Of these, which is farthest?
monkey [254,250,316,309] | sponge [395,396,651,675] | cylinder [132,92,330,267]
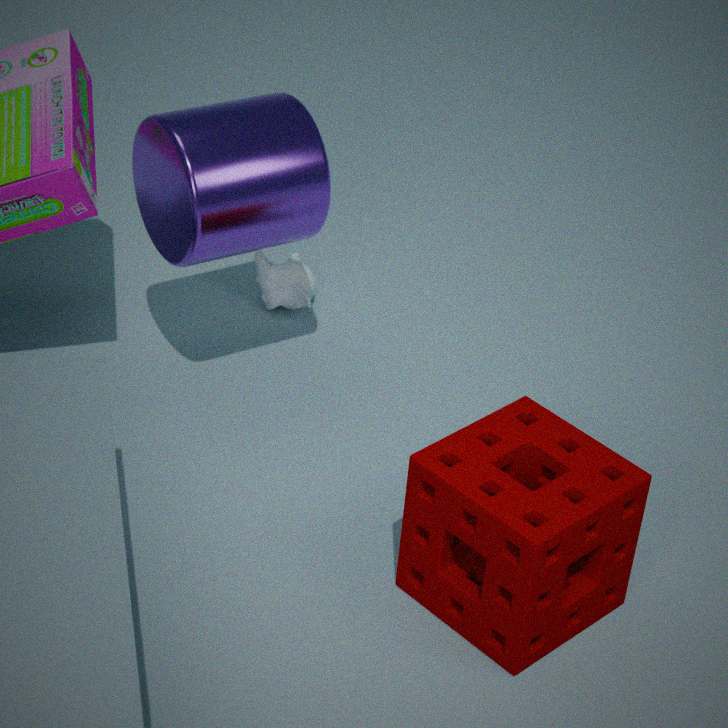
monkey [254,250,316,309]
